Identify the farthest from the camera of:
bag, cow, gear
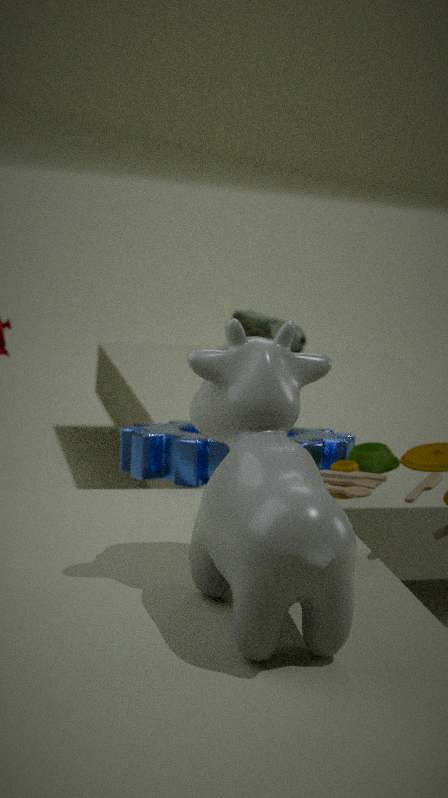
bag
